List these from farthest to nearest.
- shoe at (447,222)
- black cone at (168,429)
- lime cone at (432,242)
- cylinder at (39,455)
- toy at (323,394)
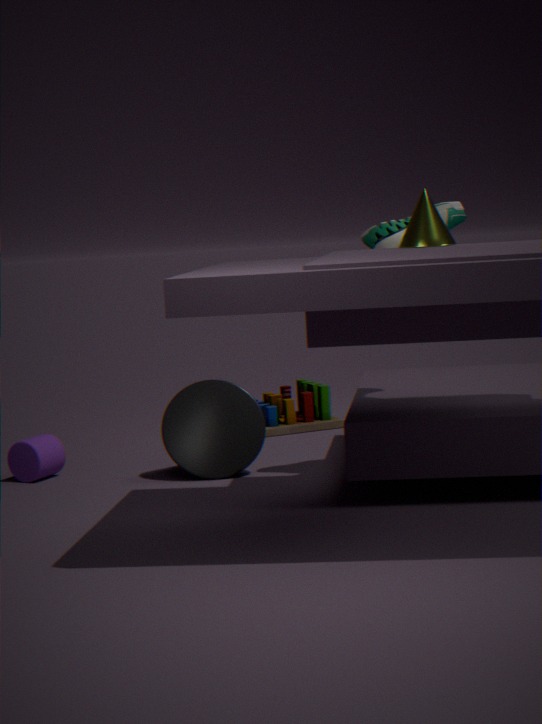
toy at (323,394) → cylinder at (39,455) → black cone at (168,429) → shoe at (447,222) → lime cone at (432,242)
